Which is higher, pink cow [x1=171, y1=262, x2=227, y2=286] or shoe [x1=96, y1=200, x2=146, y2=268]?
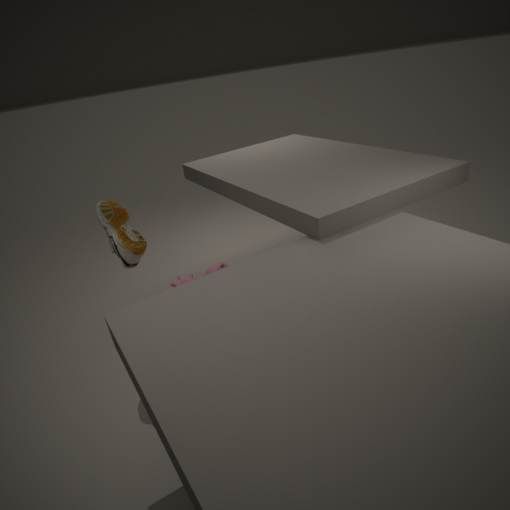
shoe [x1=96, y1=200, x2=146, y2=268]
